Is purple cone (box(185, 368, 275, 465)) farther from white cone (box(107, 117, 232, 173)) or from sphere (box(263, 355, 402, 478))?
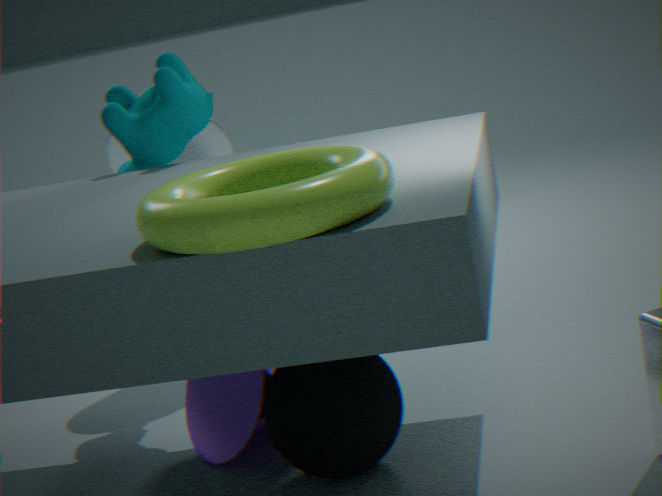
white cone (box(107, 117, 232, 173))
